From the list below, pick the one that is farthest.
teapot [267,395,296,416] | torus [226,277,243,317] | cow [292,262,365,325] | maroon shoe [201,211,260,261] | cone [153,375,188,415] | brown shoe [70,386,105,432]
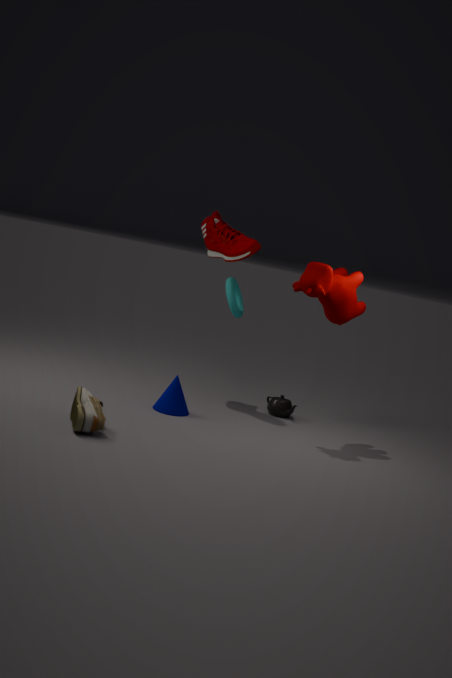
torus [226,277,243,317]
